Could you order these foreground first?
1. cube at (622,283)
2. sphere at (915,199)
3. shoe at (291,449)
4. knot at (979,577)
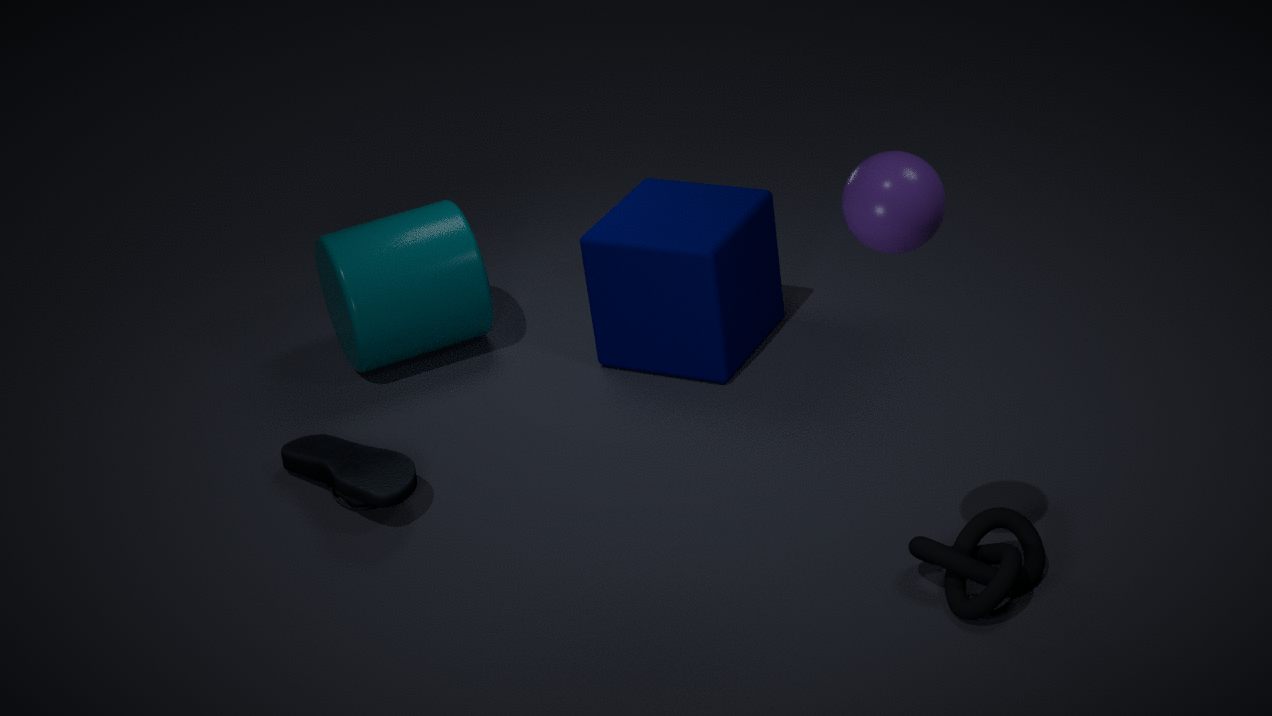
sphere at (915,199) → knot at (979,577) → shoe at (291,449) → cube at (622,283)
